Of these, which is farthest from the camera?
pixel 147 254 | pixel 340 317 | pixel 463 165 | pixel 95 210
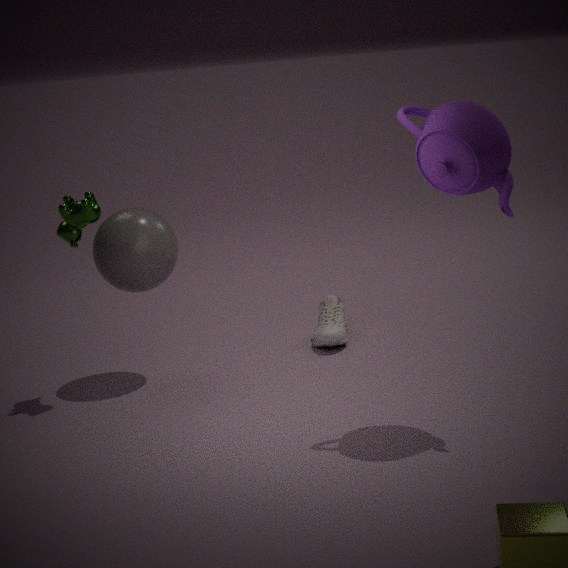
pixel 340 317
